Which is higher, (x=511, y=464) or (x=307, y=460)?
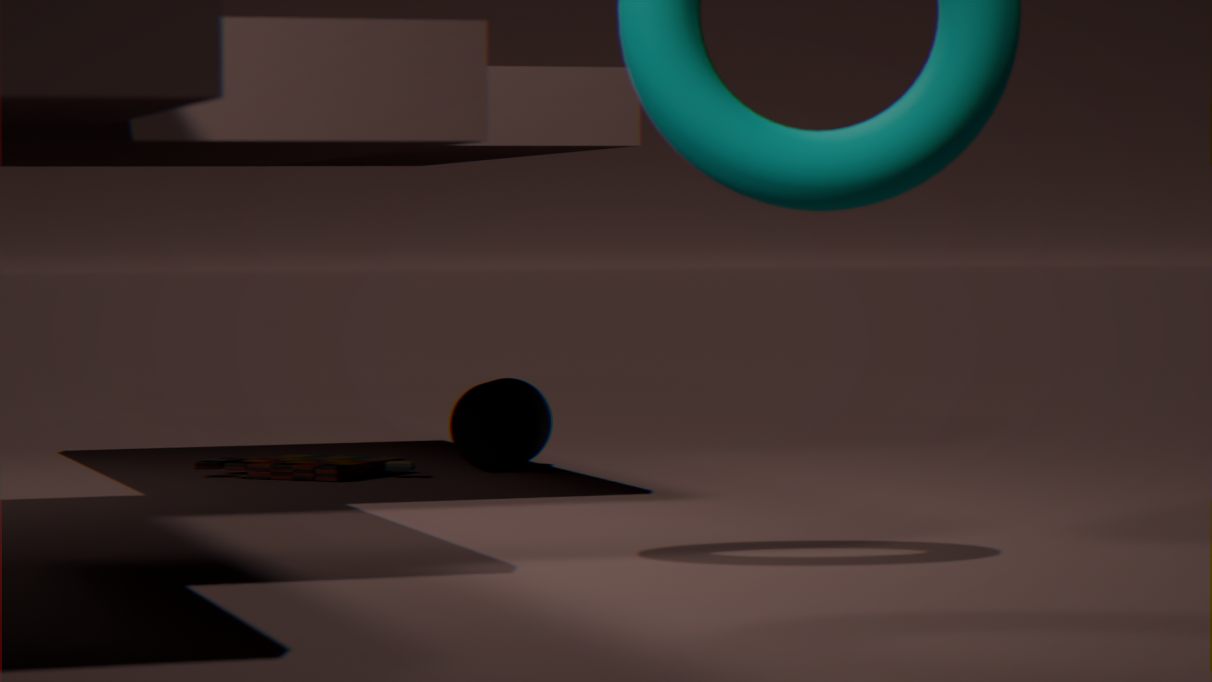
(x=511, y=464)
